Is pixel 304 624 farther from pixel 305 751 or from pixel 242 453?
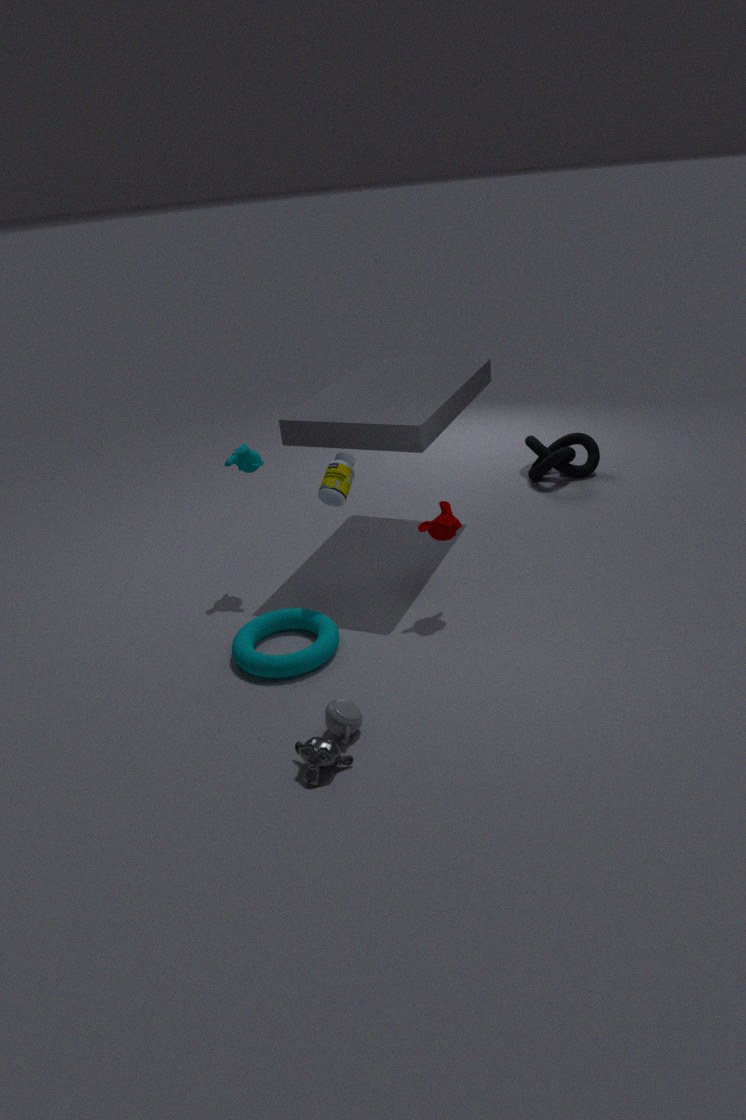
pixel 242 453
